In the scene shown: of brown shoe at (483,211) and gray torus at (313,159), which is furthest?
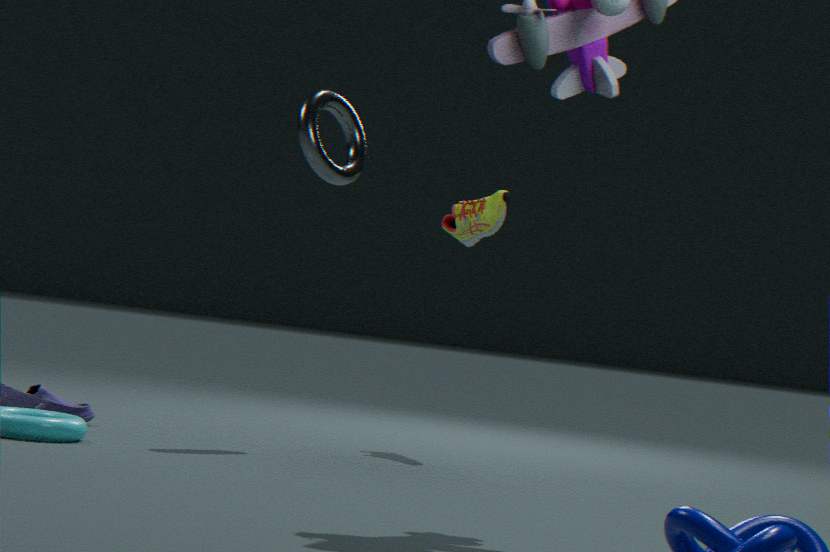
brown shoe at (483,211)
